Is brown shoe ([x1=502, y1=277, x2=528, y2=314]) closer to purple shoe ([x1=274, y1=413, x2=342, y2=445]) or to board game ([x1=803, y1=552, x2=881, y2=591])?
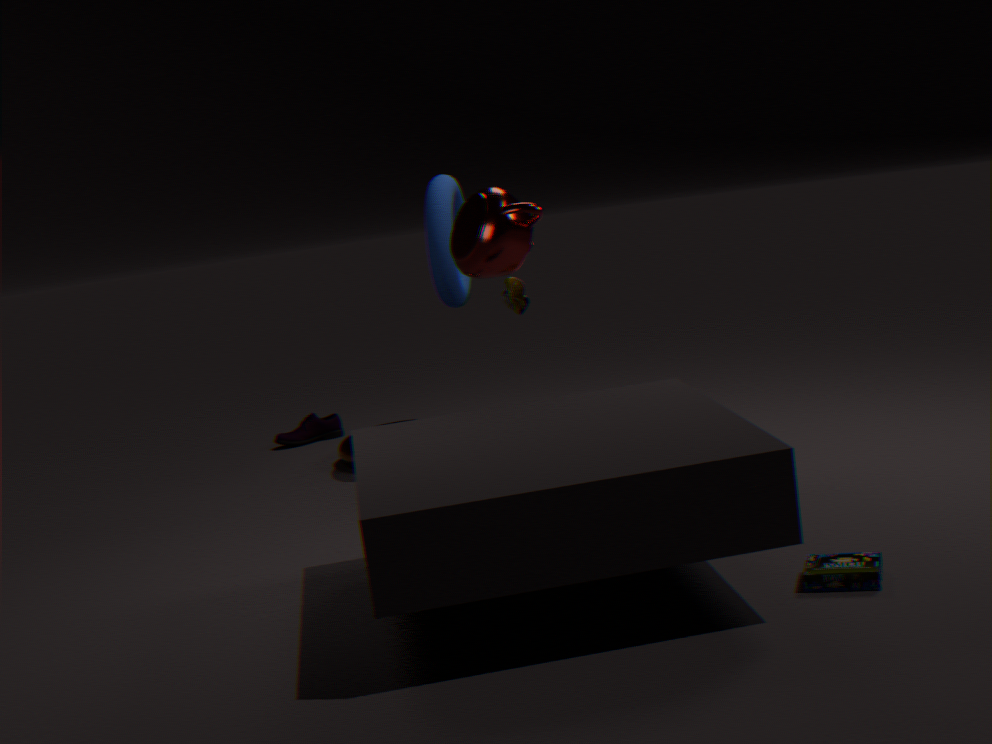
purple shoe ([x1=274, y1=413, x2=342, y2=445])
